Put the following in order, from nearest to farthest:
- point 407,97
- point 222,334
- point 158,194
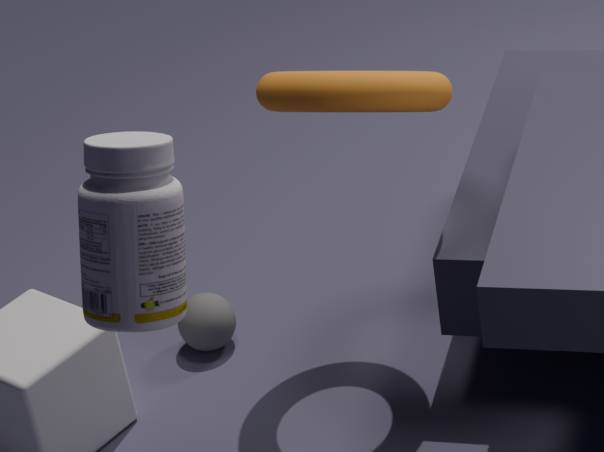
1. point 158,194
2. point 407,97
3. point 222,334
